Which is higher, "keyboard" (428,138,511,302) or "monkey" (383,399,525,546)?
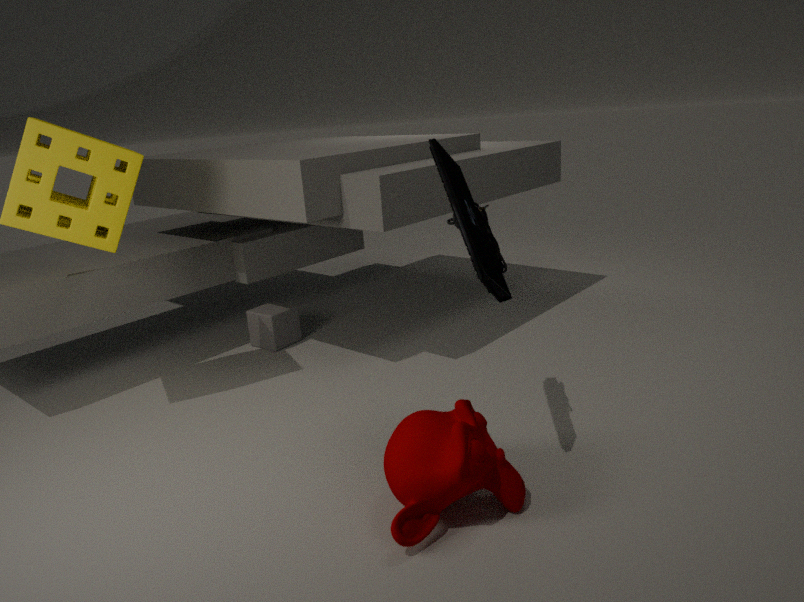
"keyboard" (428,138,511,302)
